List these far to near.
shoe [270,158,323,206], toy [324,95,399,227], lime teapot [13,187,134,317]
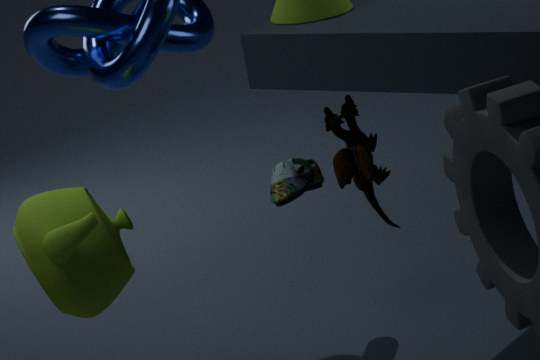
shoe [270,158,323,206]
toy [324,95,399,227]
lime teapot [13,187,134,317]
